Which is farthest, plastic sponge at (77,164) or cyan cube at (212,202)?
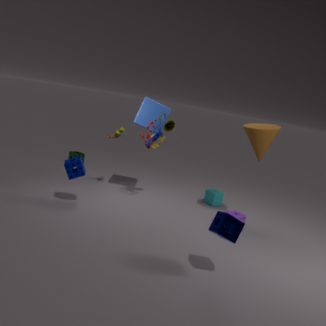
cyan cube at (212,202)
